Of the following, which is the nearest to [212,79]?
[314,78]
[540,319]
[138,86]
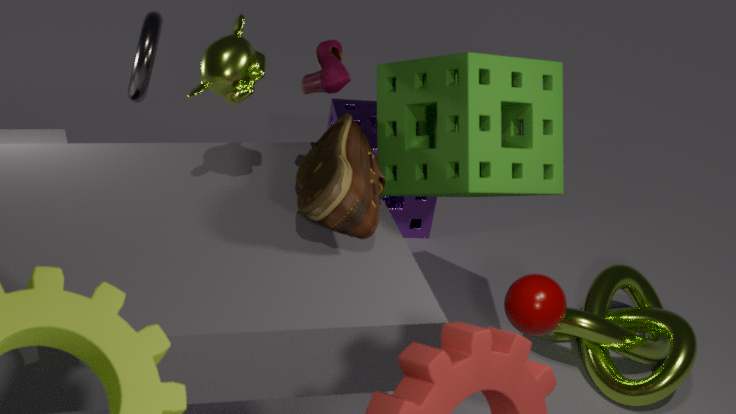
[314,78]
